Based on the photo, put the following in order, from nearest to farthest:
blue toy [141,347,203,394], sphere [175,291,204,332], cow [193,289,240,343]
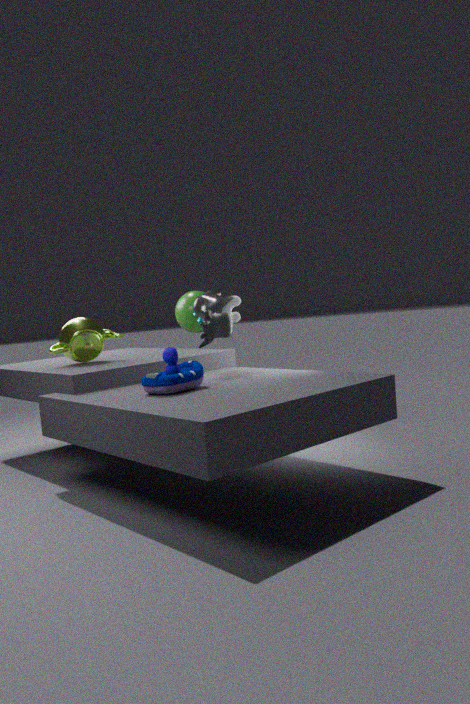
1. blue toy [141,347,203,394]
2. cow [193,289,240,343]
3. sphere [175,291,204,332]
